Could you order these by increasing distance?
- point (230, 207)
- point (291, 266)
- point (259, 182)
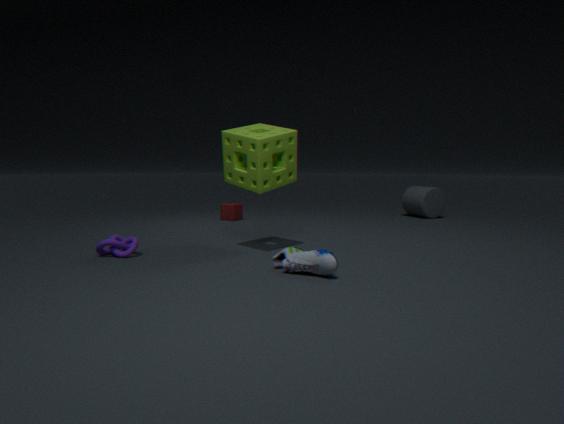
point (291, 266) → point (259, 182) → point (230, 207)
